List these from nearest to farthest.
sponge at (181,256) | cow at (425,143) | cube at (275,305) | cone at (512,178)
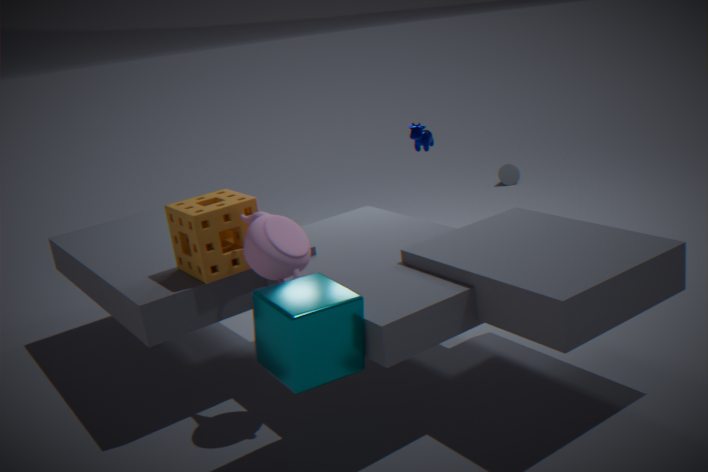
cube at (275,305) < sponge at (181,256) < cow at (425,143) < cone at (512,178)
